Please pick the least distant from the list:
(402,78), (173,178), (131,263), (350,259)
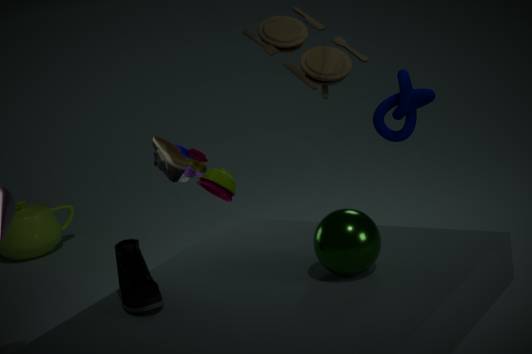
(350,259)
